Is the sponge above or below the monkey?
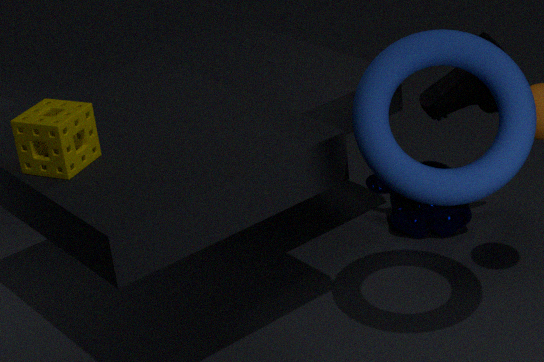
above
